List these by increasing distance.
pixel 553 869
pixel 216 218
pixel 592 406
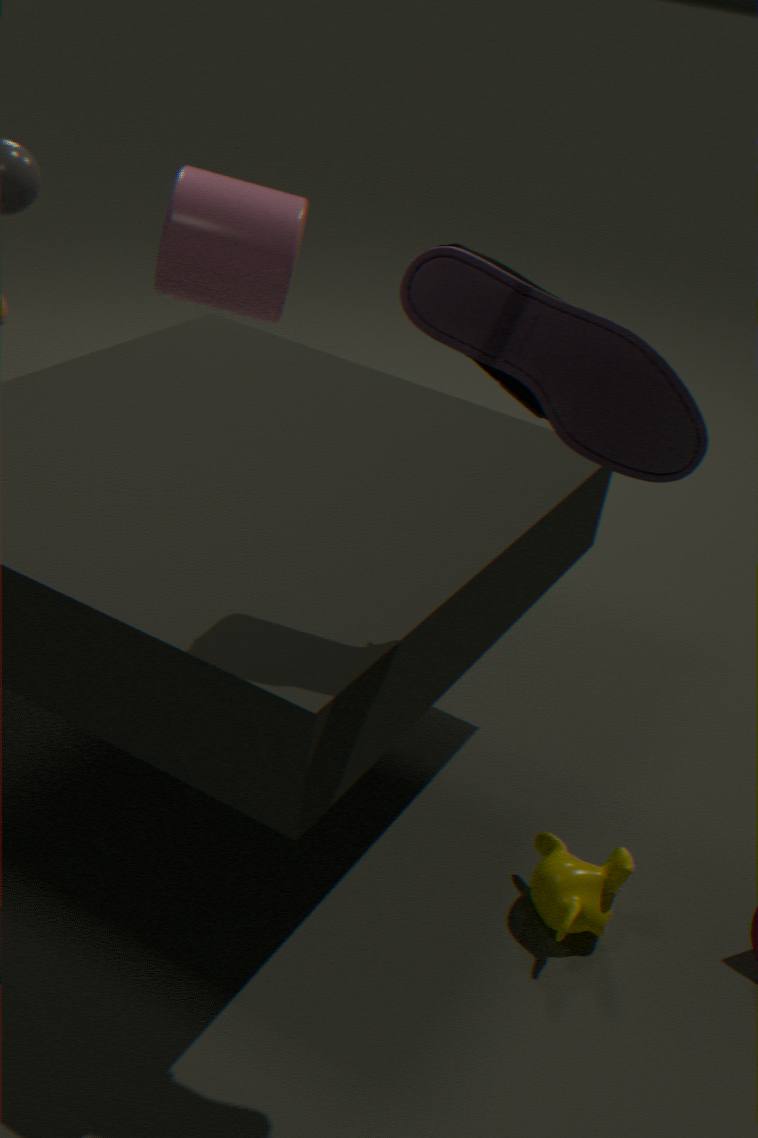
pixel 592 406, pixel 553 869, pixel 216 218
